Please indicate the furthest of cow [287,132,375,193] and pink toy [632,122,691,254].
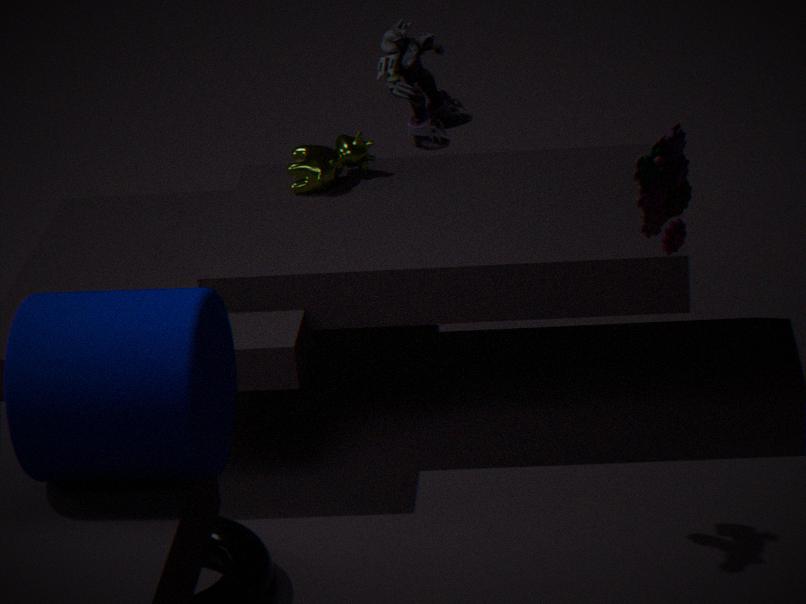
A: cow [287,132,375,193]
